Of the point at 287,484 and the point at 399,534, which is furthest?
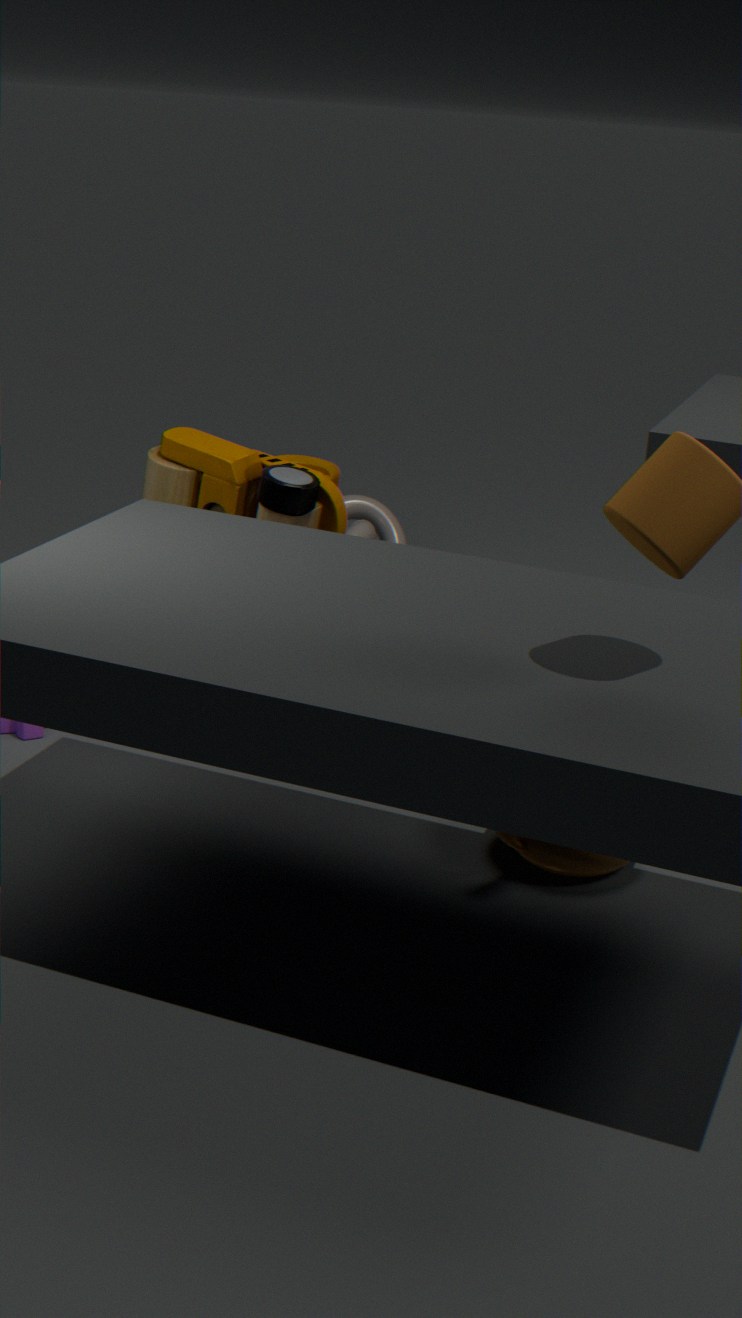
the point at 399,534
